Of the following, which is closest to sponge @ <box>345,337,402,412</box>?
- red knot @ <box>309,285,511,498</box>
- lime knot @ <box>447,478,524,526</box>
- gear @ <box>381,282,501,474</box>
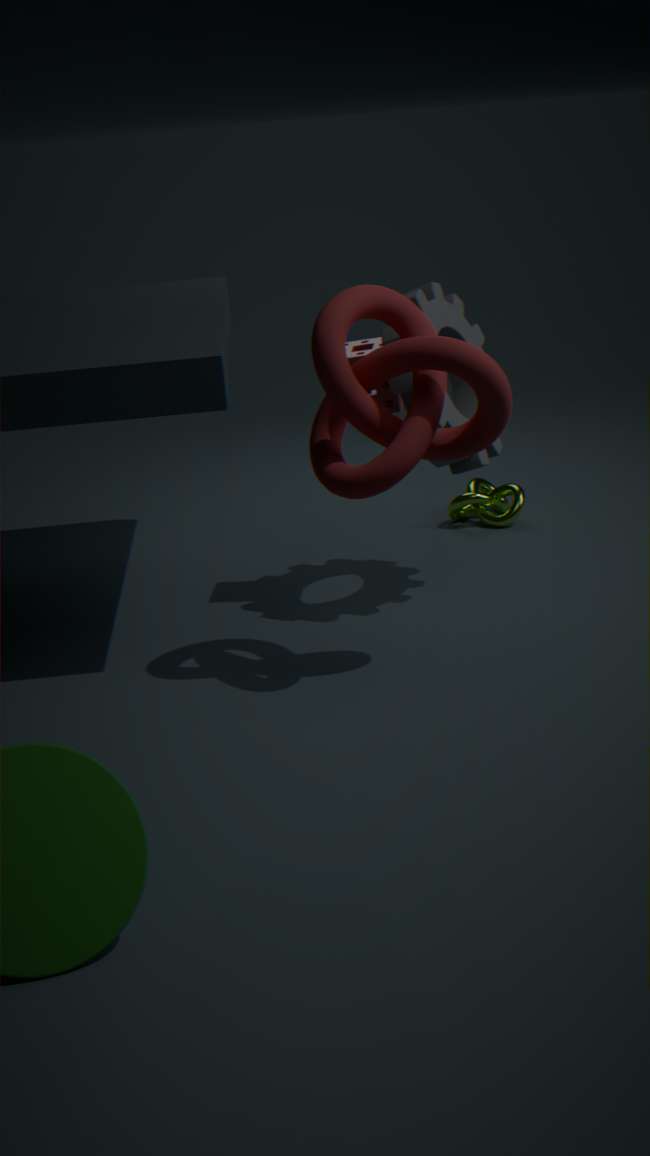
gear @ <box>381,282,501,474</box>
